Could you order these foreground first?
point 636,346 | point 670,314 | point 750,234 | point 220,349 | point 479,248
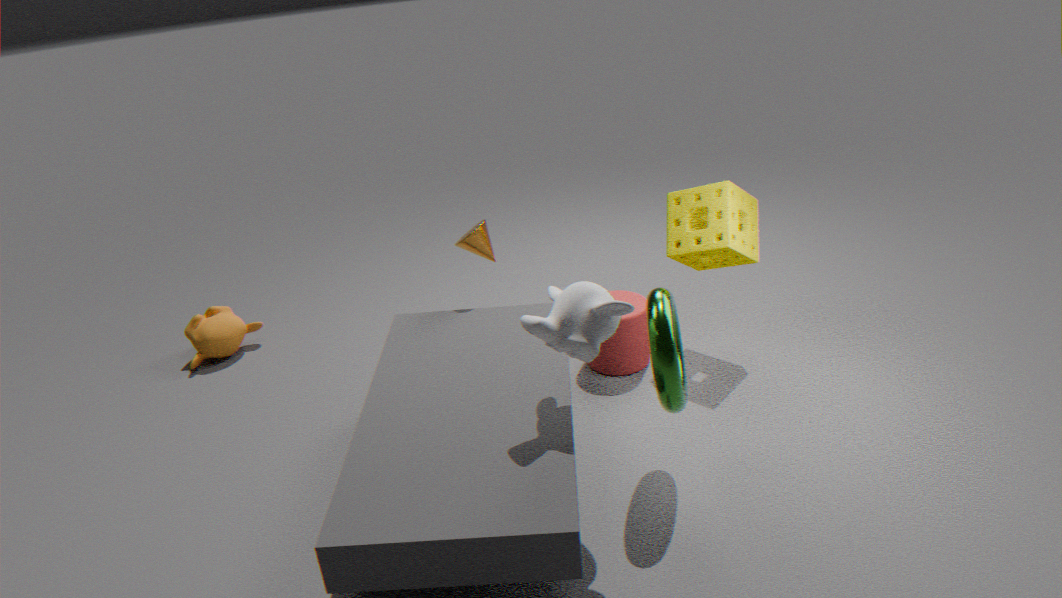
point 670,314, point 750,234, point 479,248, point 636,346, point 220,349
